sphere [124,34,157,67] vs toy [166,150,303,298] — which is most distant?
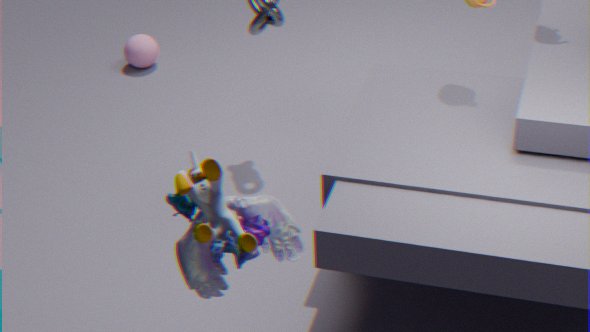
sphere [124,34,157,67]
